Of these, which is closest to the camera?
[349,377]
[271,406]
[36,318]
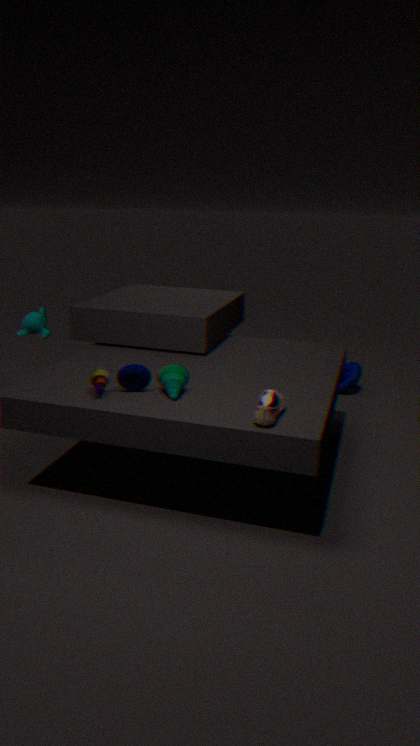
[271,406]
